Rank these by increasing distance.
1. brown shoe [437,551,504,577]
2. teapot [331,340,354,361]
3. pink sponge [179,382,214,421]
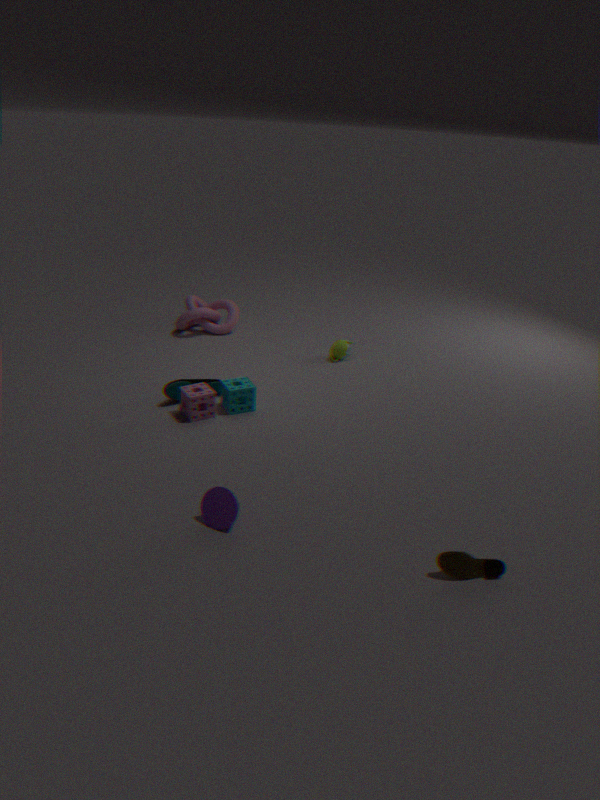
brown shoe [437,551,504,577]
pink sponge [179,382,214,421]
teapot [331,340,354,361]
